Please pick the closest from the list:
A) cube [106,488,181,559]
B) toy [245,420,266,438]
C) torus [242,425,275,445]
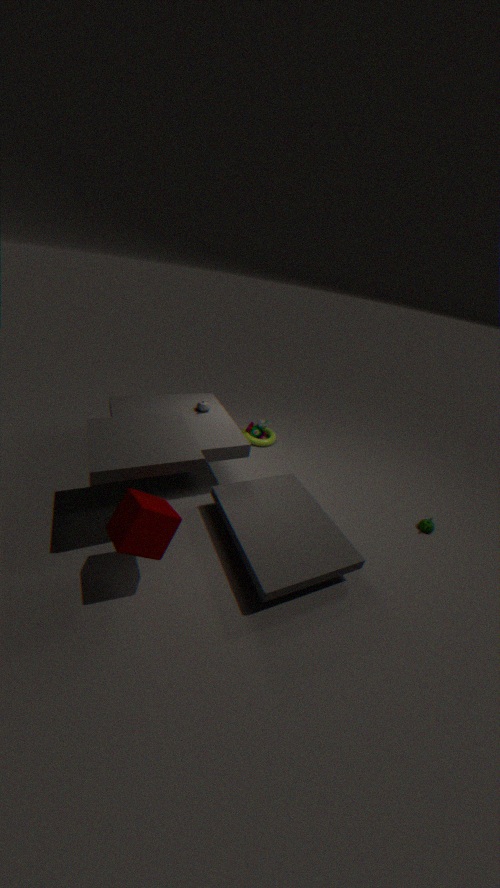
cube [106,488,181,559]
